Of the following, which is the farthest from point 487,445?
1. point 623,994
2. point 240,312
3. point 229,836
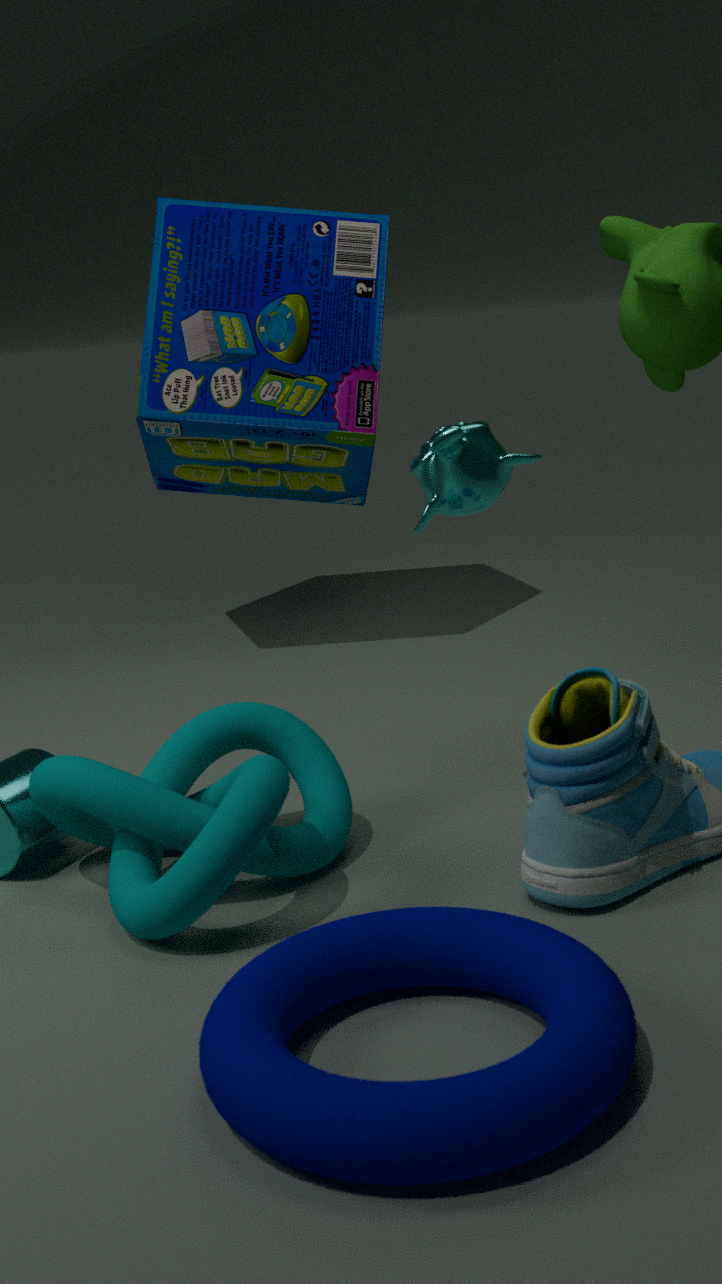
point 240,312
